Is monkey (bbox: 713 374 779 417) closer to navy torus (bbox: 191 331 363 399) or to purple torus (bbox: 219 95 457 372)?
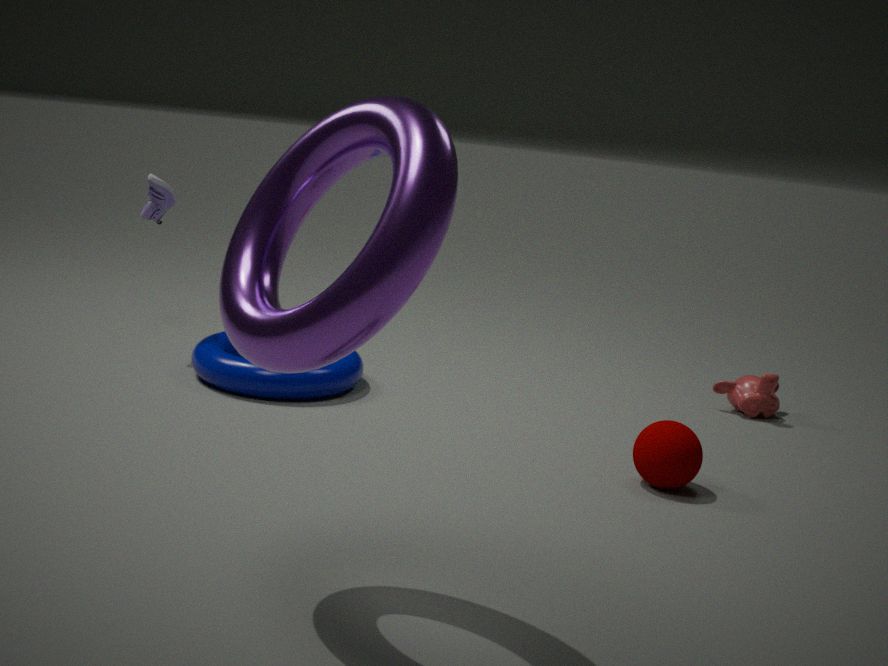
navy torus (bbox: 191 331 363 399)
